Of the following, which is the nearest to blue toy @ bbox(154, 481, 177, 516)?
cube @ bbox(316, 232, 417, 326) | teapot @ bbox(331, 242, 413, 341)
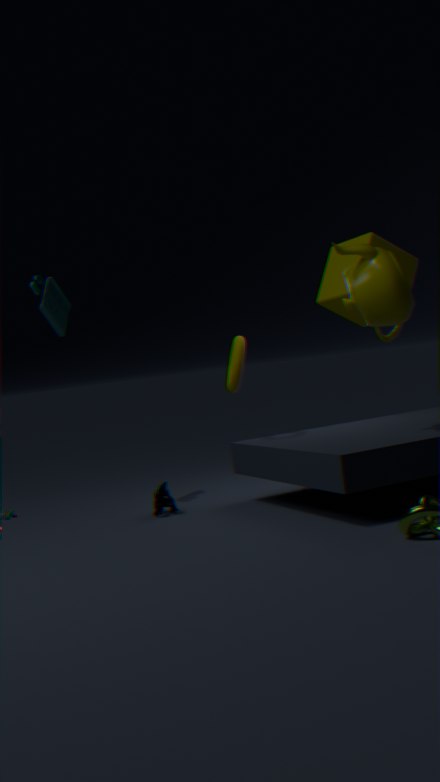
teapot @ bbox(331, 242, 413, 341)
